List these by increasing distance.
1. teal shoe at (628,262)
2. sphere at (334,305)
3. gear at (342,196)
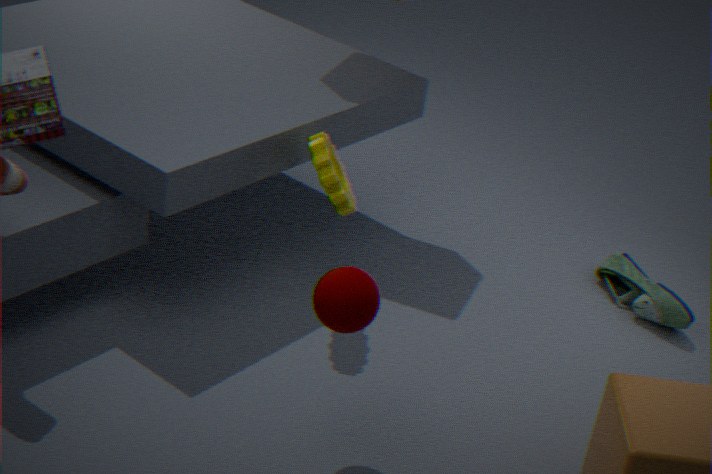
sphere at (334,305), gear at (342,196), teal shoe at (628,262)
